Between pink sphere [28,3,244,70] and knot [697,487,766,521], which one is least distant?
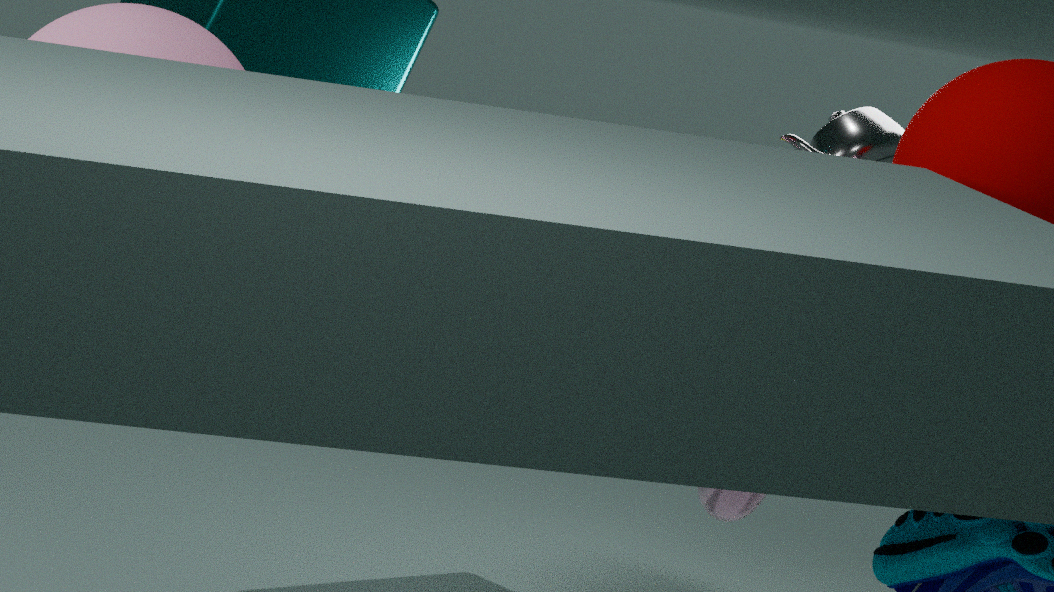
pink sphere [28,3,244,70]
